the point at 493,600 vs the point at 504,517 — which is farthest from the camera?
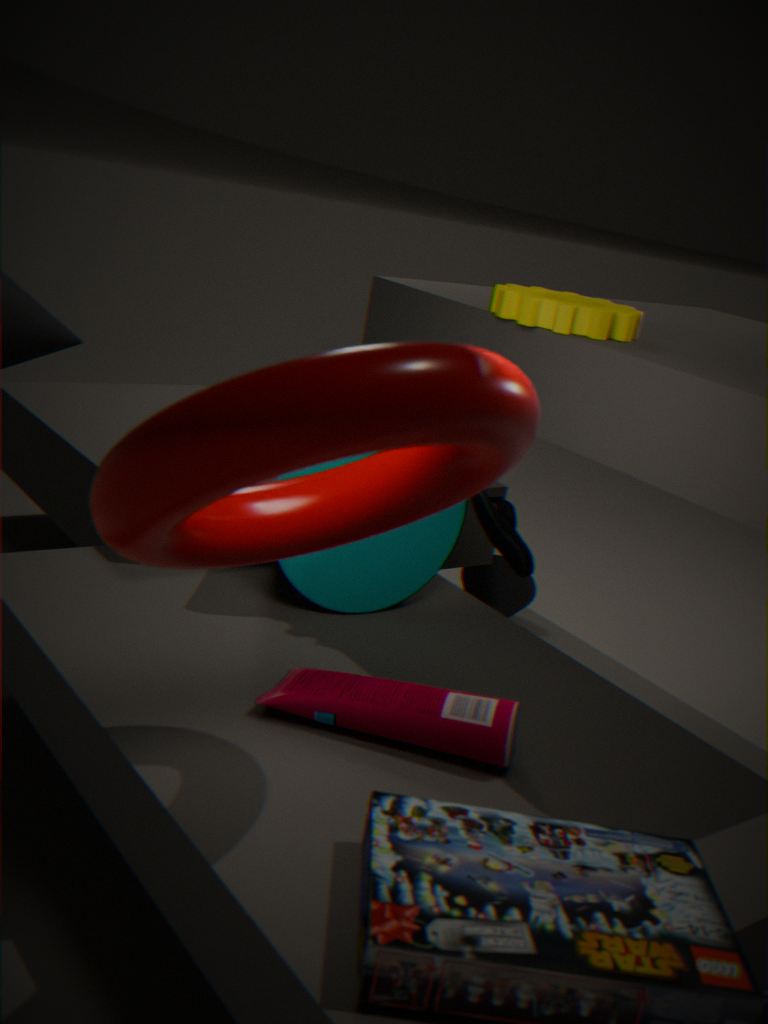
the point at 493,600
